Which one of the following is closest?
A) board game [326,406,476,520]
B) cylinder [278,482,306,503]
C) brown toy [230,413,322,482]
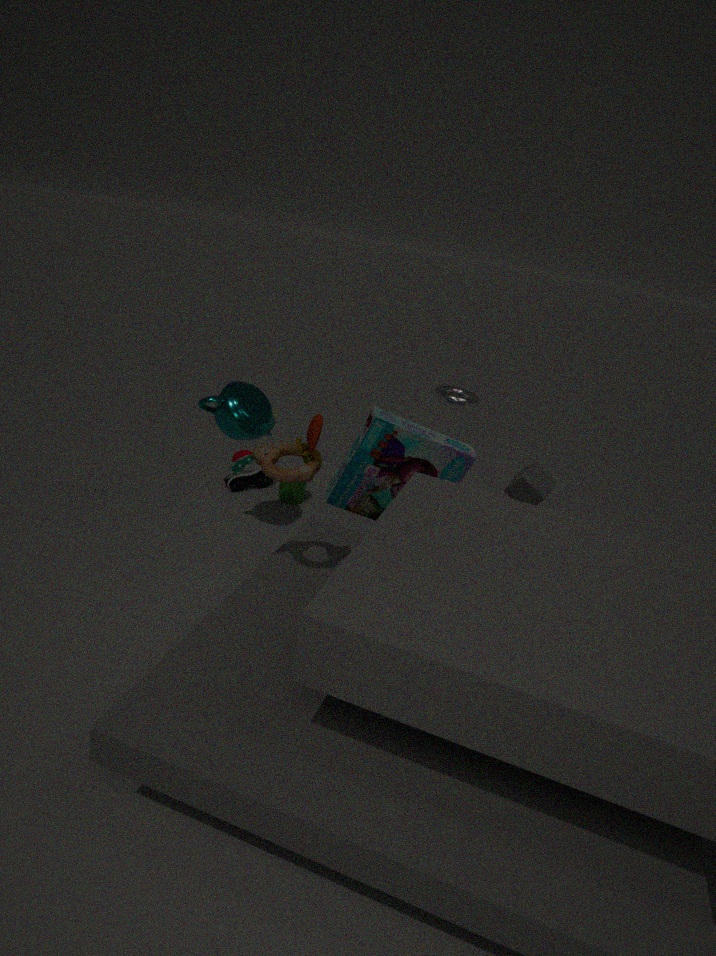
brown toy [230,413,322,482]
